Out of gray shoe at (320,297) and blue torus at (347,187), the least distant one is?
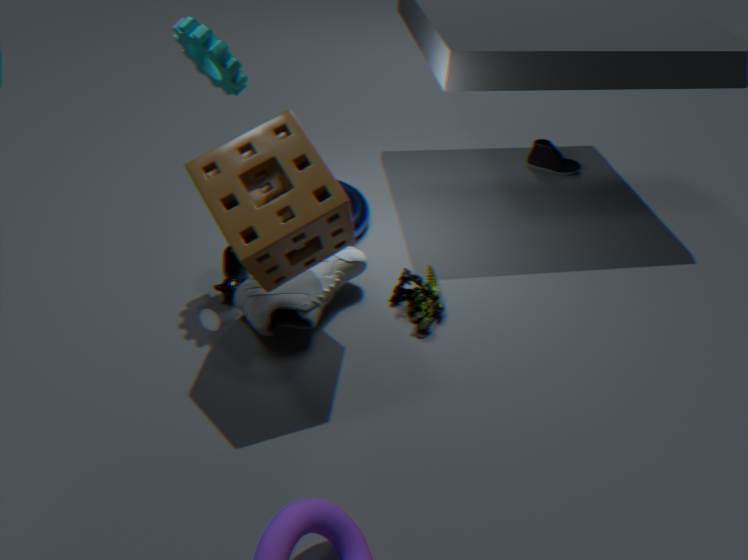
gray shoe at (320,297)
